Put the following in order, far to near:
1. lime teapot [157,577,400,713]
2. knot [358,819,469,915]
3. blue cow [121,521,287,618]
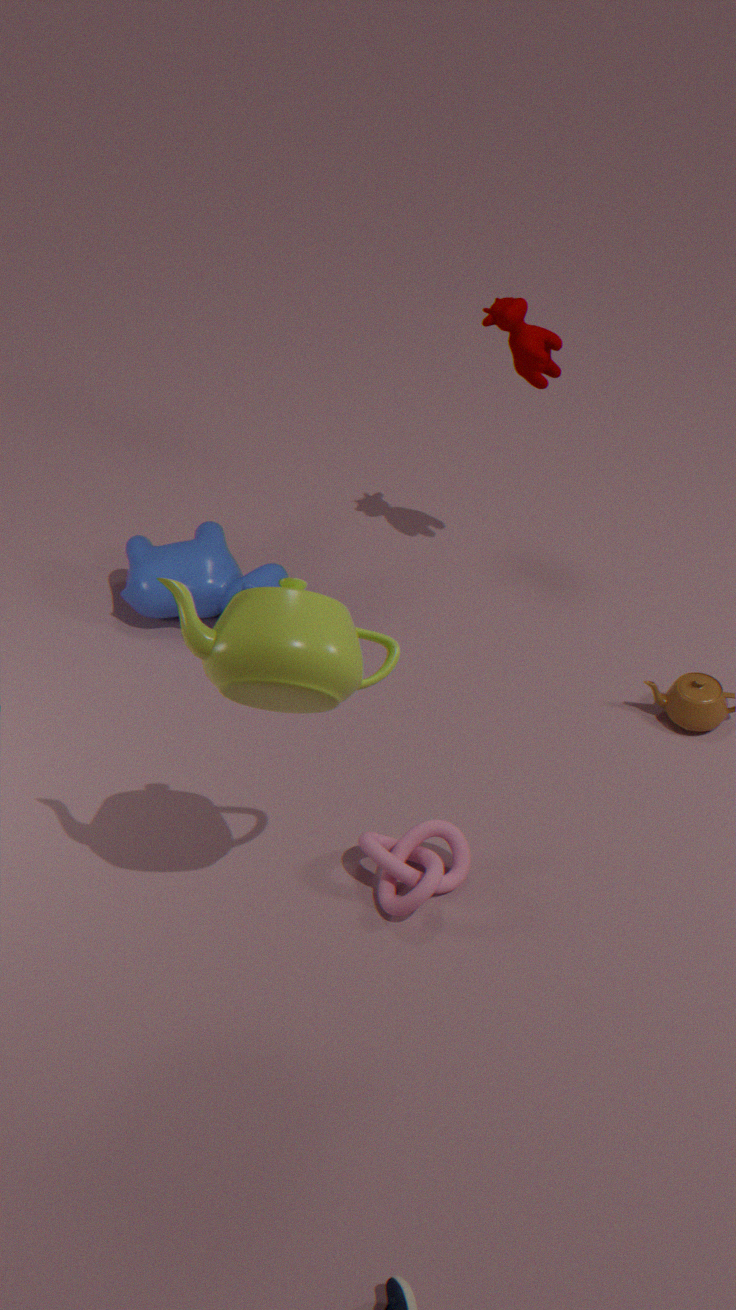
blue cow [121,521,287,618] → knot [358,819,469,915] → lime teapot [157,577,400,713]
